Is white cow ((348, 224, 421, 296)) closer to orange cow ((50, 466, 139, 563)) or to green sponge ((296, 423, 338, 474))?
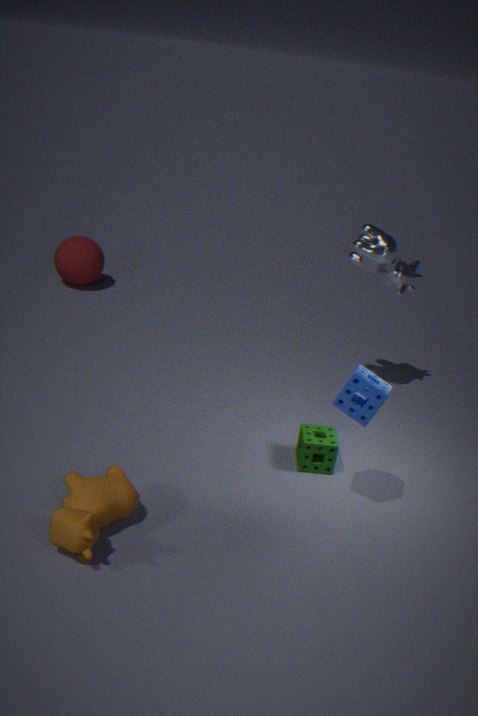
green sponge ((296, 423, 338, 474))
